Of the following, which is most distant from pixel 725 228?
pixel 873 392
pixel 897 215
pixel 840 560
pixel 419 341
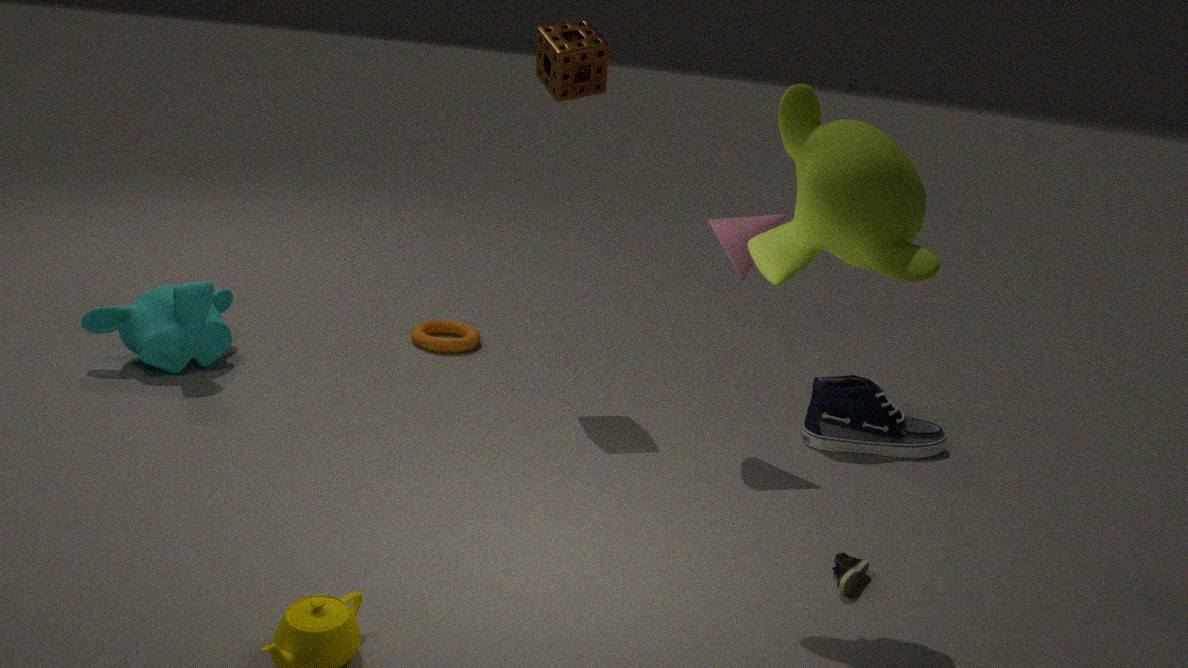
pixel 419 341
